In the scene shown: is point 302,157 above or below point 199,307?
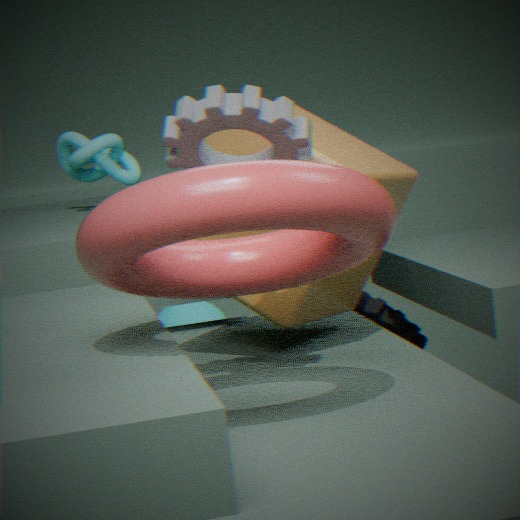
above
